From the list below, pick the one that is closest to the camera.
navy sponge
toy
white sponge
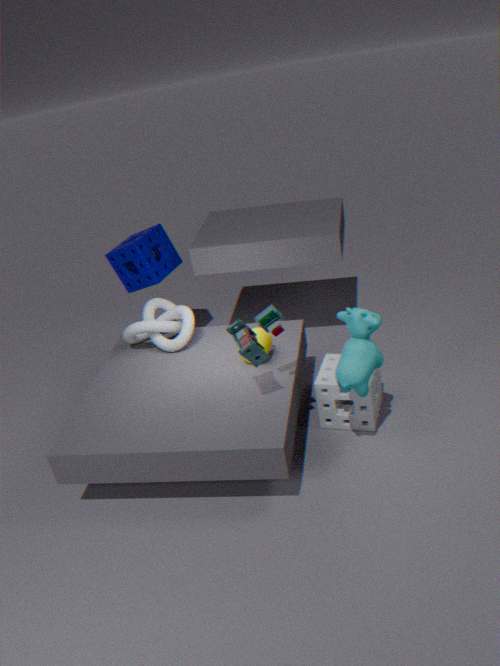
toy
